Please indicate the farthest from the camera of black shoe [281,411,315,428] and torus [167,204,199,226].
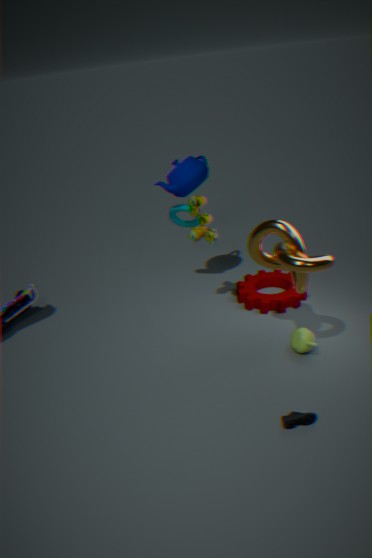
torus [167,204,199,226]
